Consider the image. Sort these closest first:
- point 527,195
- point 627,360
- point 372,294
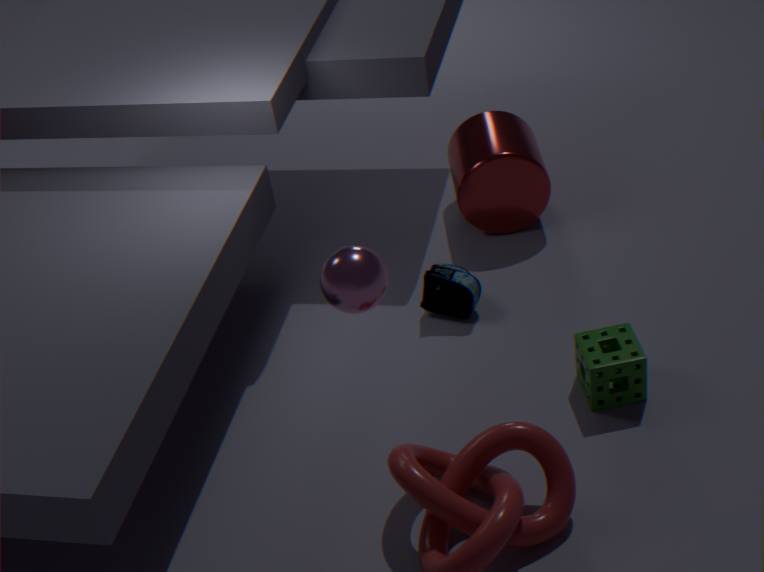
point 372,294, point 627,360, point 527,195
